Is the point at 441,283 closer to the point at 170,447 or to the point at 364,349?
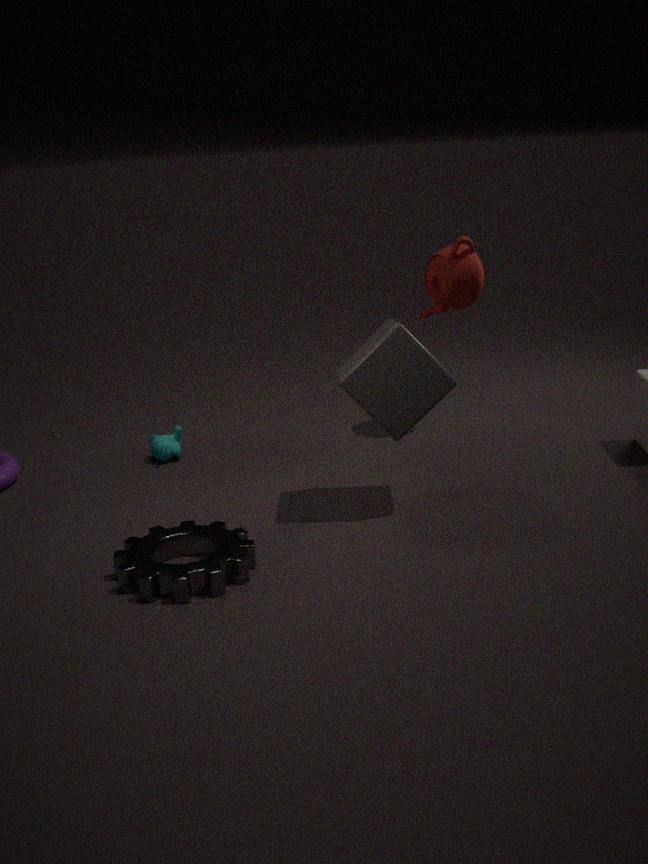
the point at 364,349
